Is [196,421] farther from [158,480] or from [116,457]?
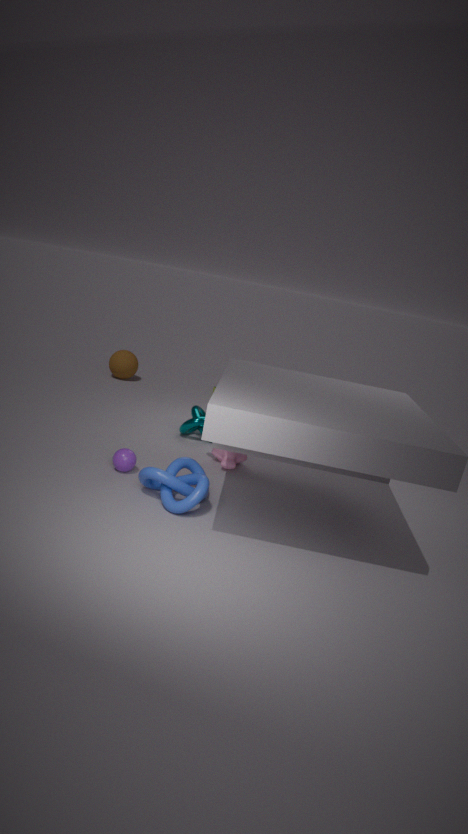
[158,480]
